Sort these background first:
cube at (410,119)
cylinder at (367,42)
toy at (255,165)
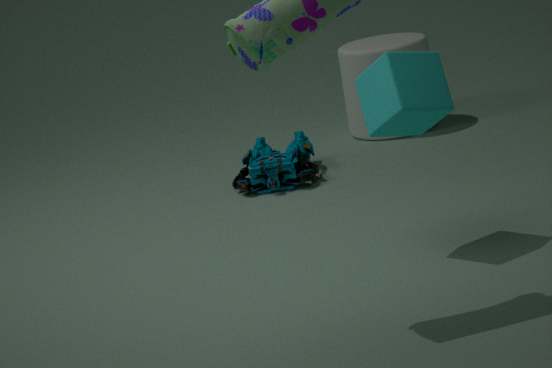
cylinder at (367,42) < toy at (255,165) < cube at (410,119)
